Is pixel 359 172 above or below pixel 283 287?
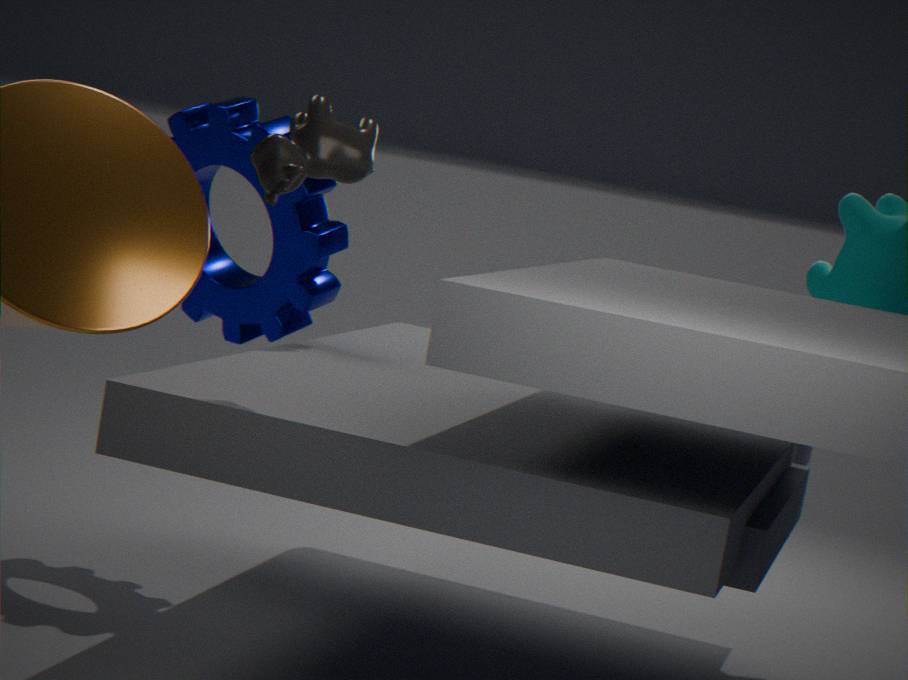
above
